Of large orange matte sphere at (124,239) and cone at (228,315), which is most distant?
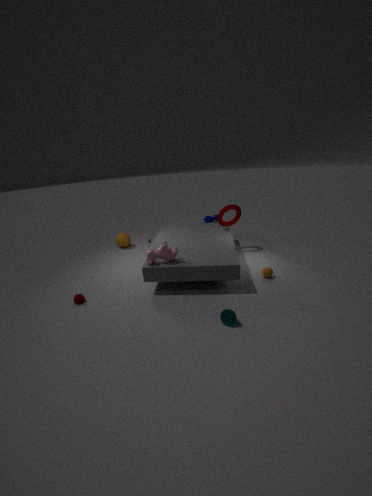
large orange matte sphere at (124,239)
